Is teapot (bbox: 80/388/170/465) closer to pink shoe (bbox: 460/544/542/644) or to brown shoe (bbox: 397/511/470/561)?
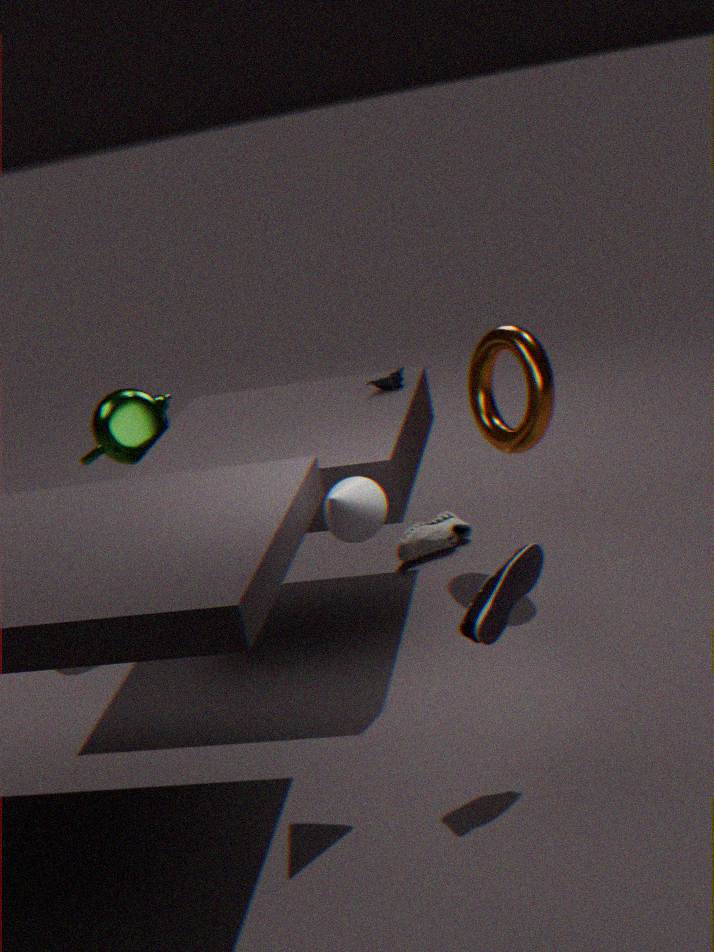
brown shoe (bbox: 397/511/470/561)
